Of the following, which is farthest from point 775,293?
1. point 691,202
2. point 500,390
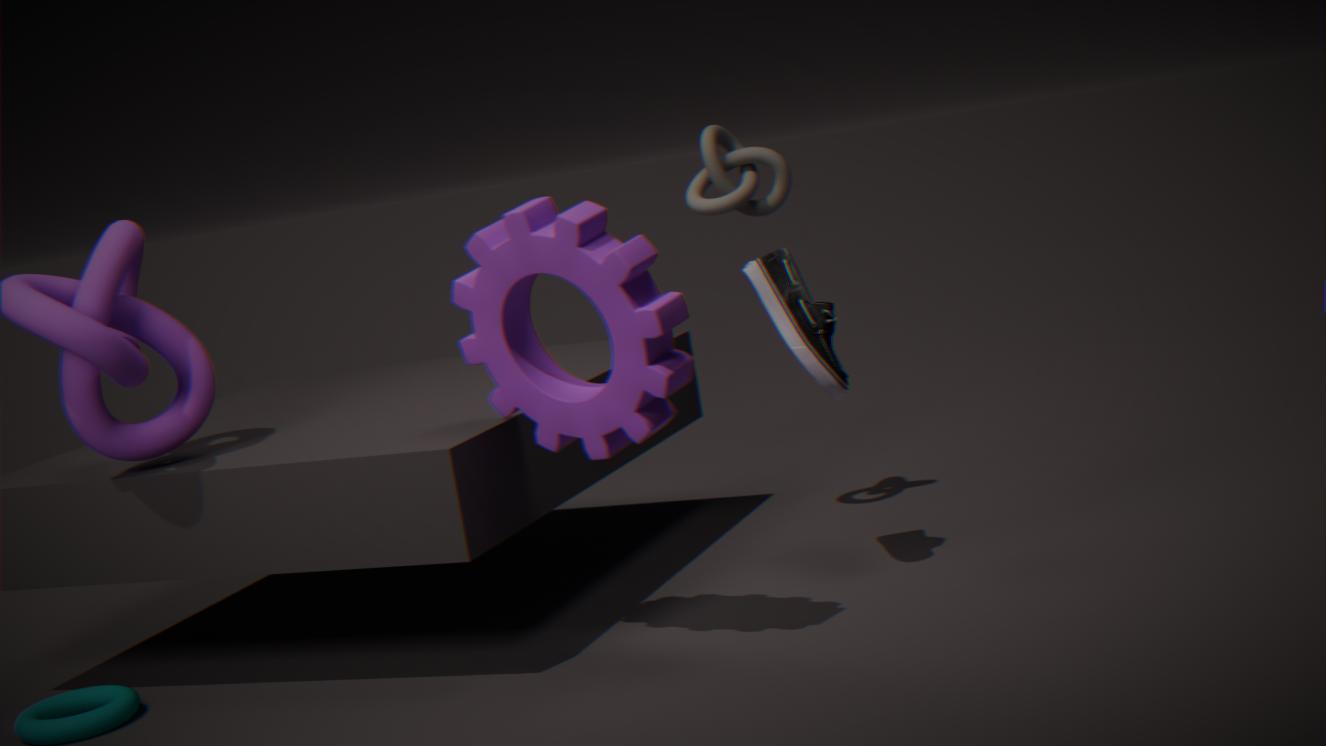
point 691,202
